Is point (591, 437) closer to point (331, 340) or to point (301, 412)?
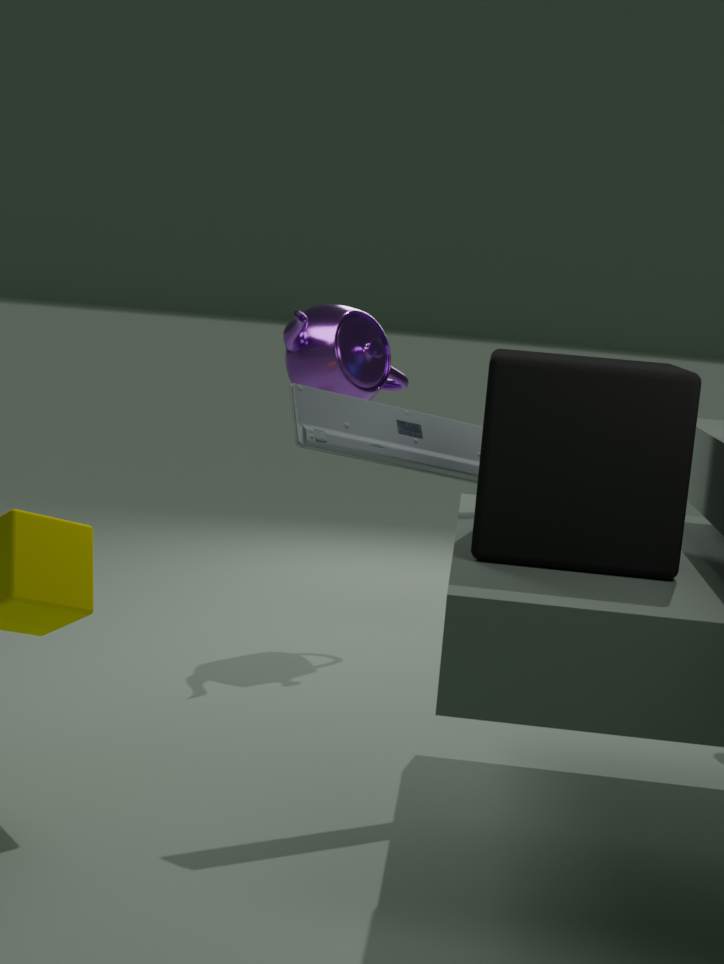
point (301, 412)
